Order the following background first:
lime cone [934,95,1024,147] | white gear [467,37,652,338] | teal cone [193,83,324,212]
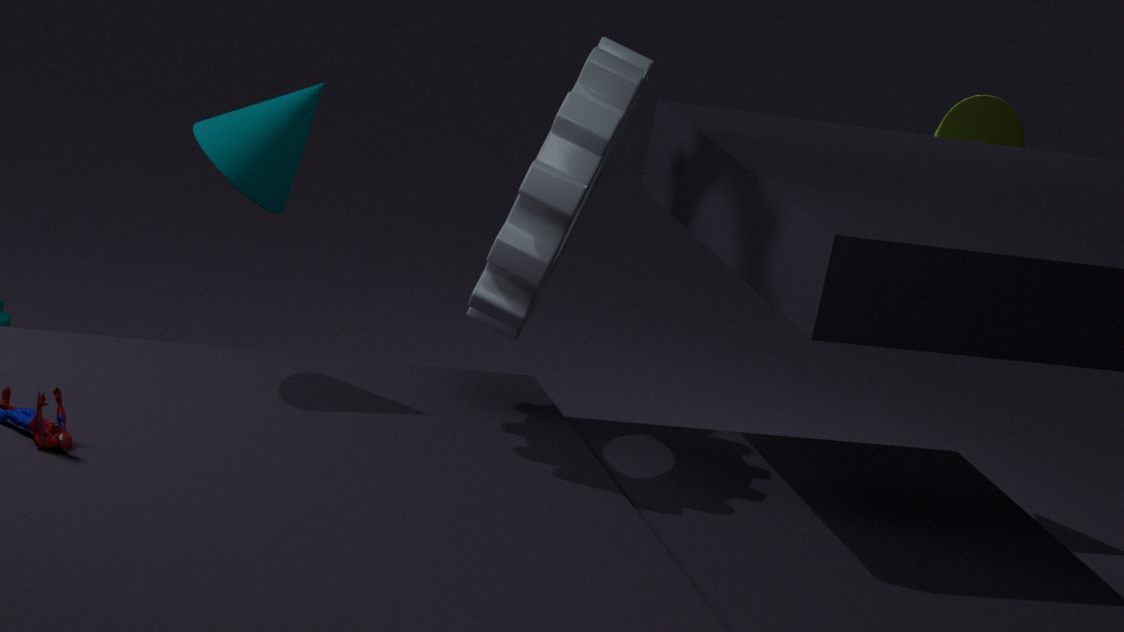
lime cone [934,95,1024,147] → teal cone [193,83,324,212] → white gear [467,37,652,338]
